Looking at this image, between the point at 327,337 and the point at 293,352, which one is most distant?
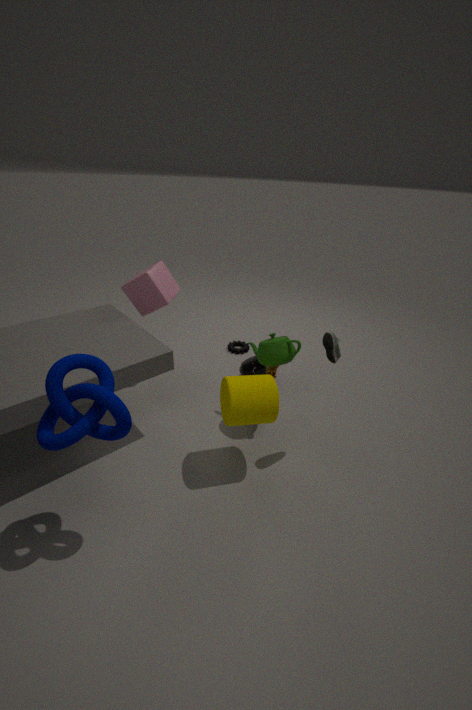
the point at 293,352
